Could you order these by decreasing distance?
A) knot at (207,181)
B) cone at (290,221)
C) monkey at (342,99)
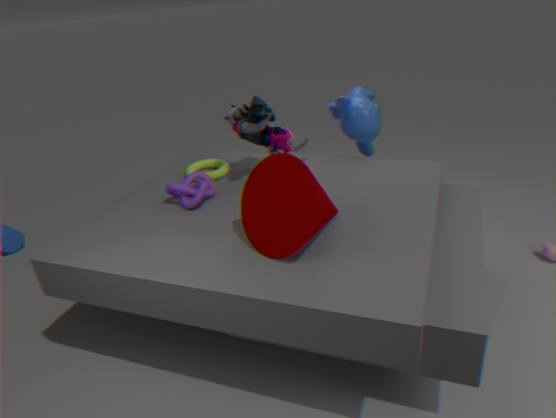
1. monkey at (342,99)
2. knot at (207,181)
3. cone at (290,221)
